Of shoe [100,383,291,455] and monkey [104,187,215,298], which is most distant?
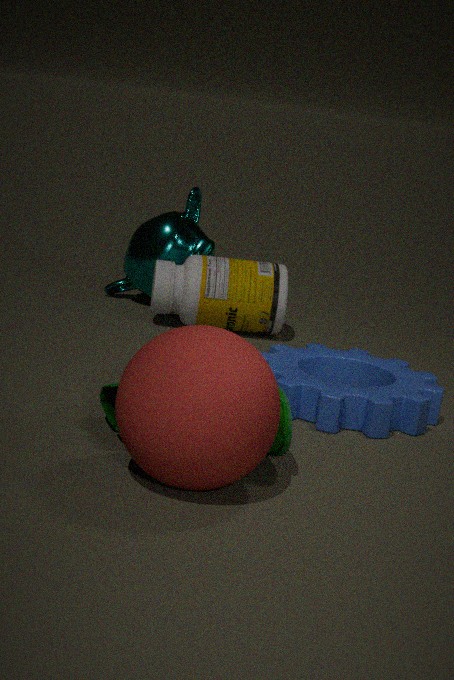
monkey [104,187,215,298]
